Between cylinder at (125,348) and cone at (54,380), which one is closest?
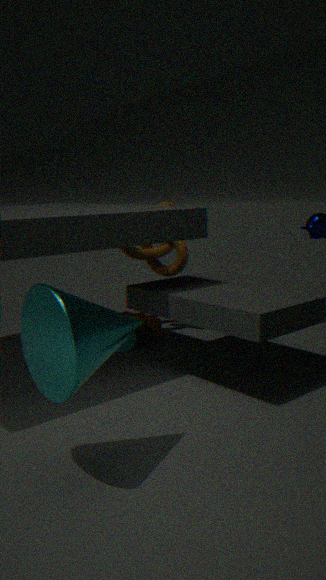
cone at (54,380)
